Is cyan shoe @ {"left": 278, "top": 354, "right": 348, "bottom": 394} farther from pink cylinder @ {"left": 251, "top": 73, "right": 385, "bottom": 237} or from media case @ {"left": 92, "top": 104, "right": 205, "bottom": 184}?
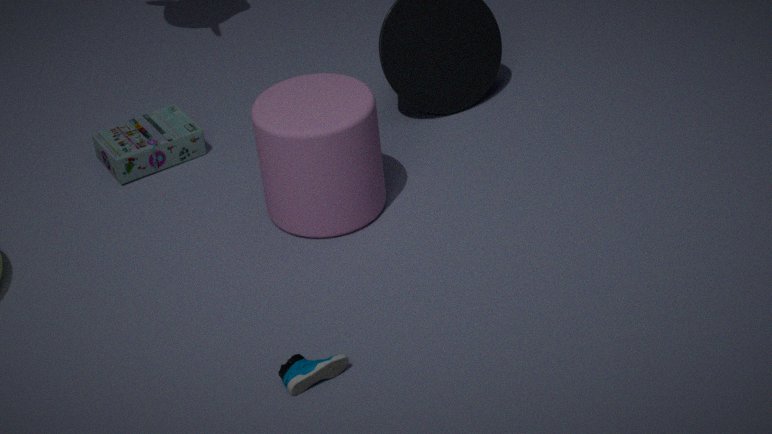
media case @ {"left": 92, "top": 104, "right": 205, "bottom": 184}
